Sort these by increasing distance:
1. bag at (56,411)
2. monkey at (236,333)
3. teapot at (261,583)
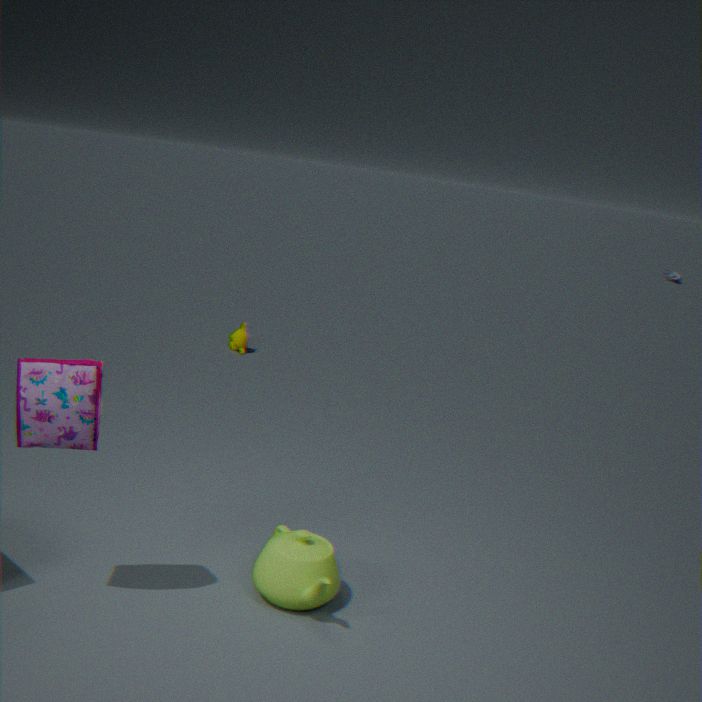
1. bag at (56,411)
2. teapot at (261,583)
3. monkey at (236,333)
